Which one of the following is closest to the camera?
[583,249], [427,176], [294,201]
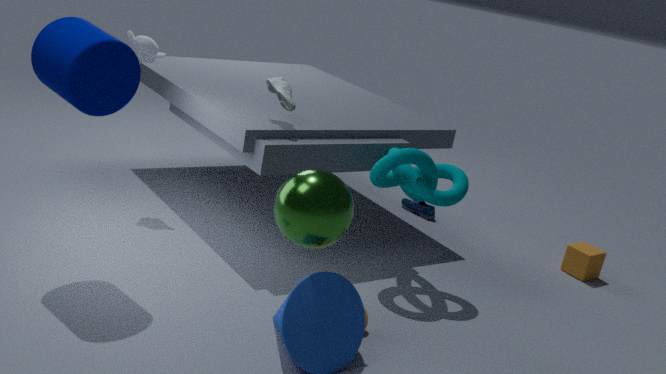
[294,201]
